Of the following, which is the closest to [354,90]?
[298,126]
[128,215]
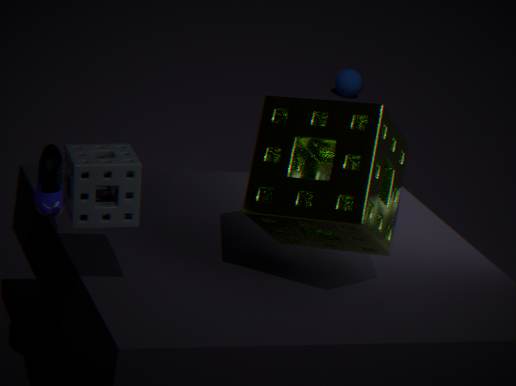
[298,126]
